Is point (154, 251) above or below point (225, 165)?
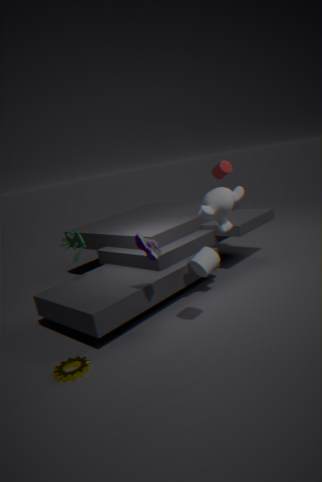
below
